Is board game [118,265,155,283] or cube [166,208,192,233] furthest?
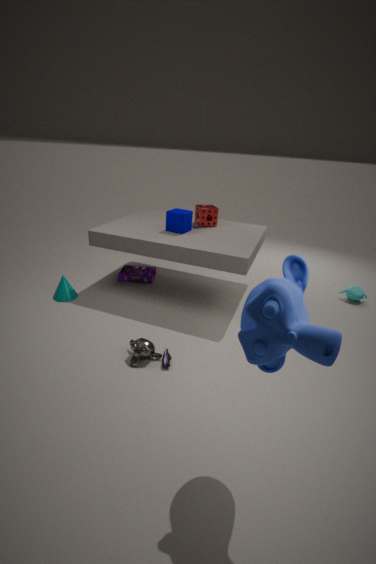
board game [118,265,155,283]
